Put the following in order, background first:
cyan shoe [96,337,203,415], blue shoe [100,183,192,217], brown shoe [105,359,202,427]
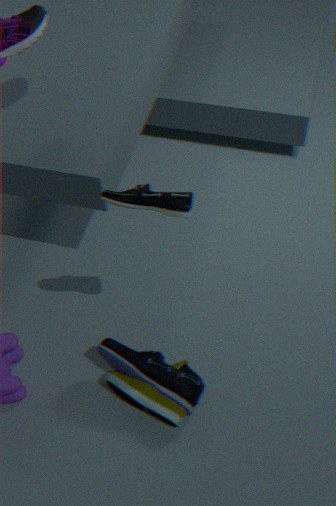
cyan shoe [96,337,203,415] < brown shoe [105,359,202,427] < blue shoe [100,183,192,217]
